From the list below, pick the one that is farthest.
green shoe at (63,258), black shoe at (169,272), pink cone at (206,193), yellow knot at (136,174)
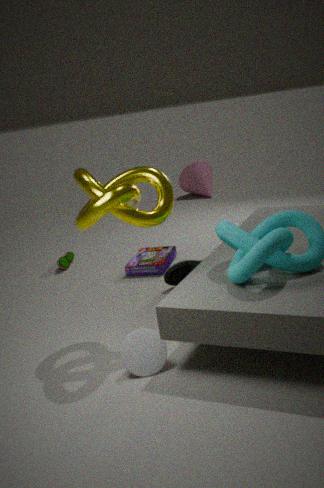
pink cone at (206,193)
